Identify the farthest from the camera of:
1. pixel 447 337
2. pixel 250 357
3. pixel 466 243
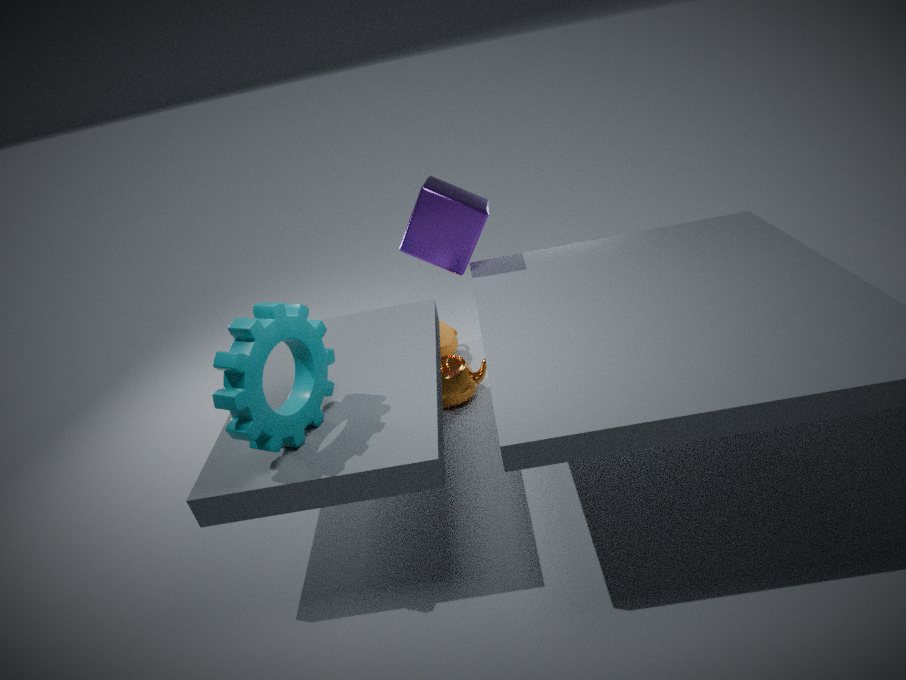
pixel 447 337
